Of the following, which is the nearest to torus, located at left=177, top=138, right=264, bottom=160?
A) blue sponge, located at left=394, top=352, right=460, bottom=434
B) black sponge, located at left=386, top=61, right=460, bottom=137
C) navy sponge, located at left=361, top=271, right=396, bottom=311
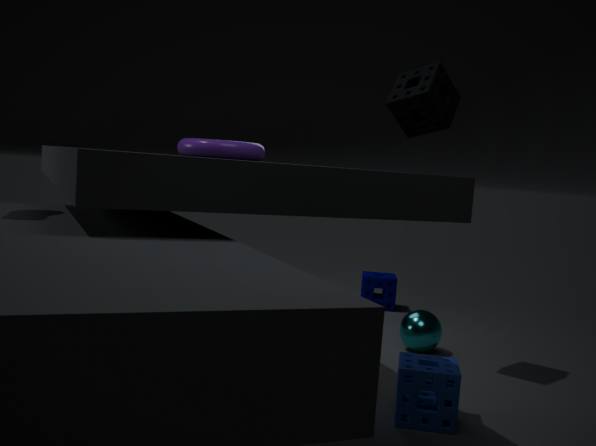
black sponge, located at left=386, top=61, right=460, bottom=137
